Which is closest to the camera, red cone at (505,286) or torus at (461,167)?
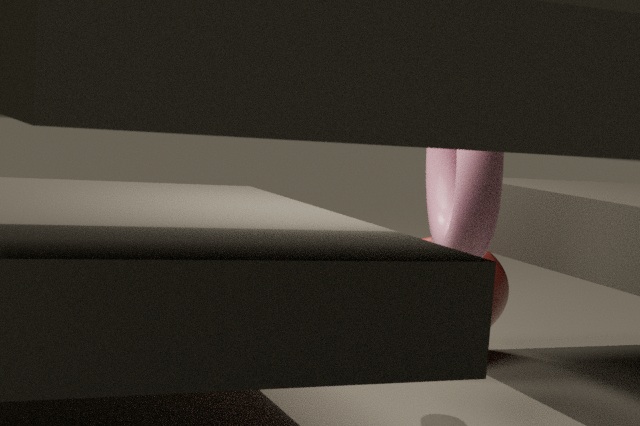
torus at (461,167)
